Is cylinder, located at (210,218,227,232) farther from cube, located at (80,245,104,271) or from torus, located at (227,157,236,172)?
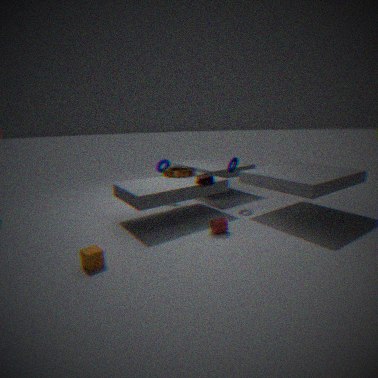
cube, located at (80,245,104,271)
